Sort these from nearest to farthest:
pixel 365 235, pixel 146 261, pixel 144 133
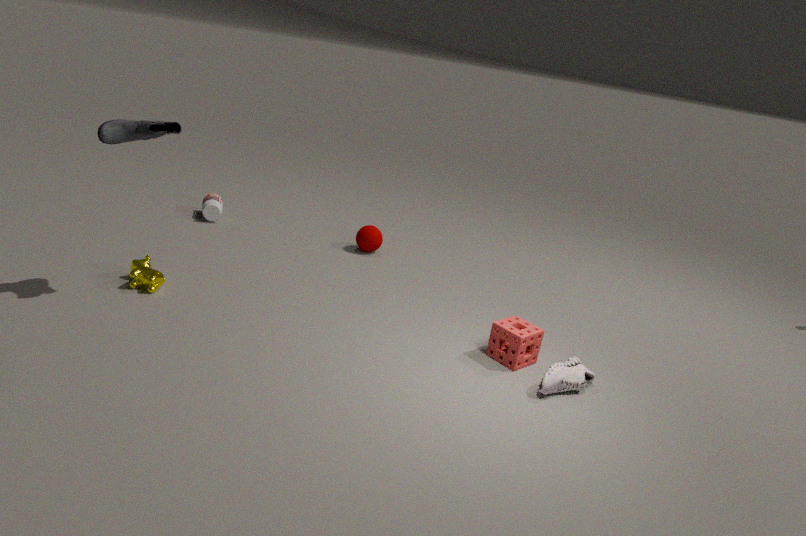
pixel 144 133 → pixel 146 261 → pixel 365 235
